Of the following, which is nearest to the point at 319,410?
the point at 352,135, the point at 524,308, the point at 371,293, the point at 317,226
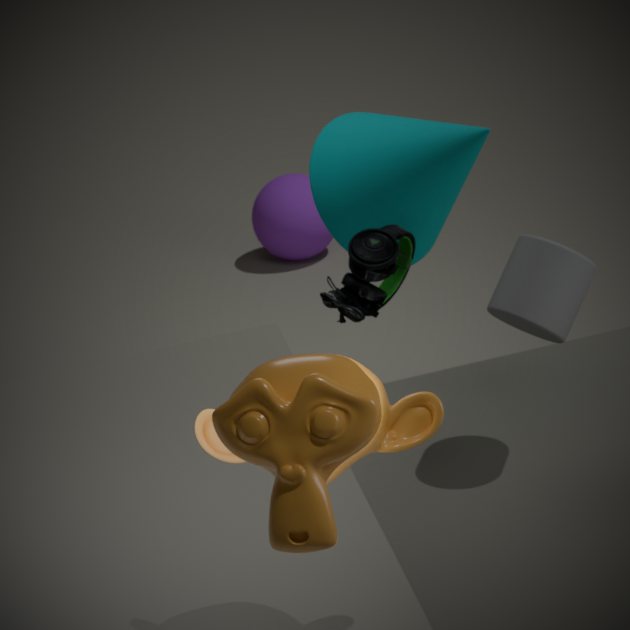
the point at 524,308
